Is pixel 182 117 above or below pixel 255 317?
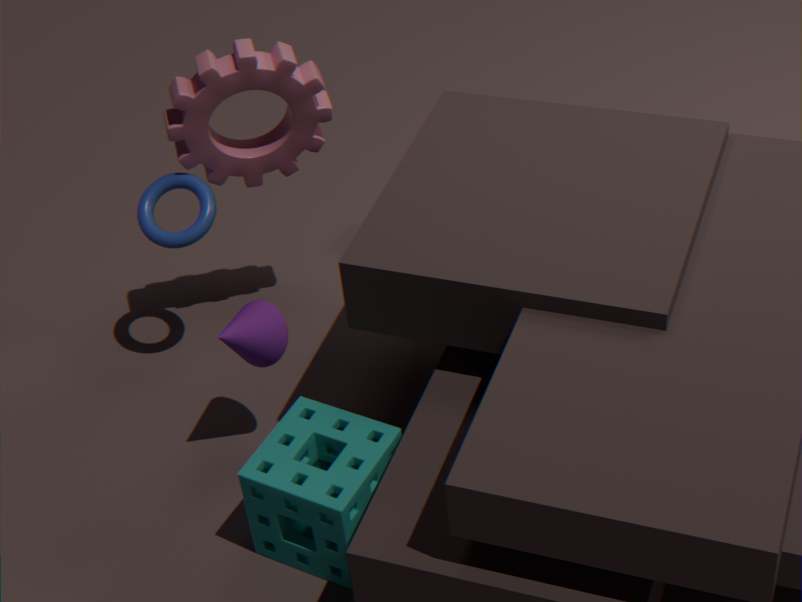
above
